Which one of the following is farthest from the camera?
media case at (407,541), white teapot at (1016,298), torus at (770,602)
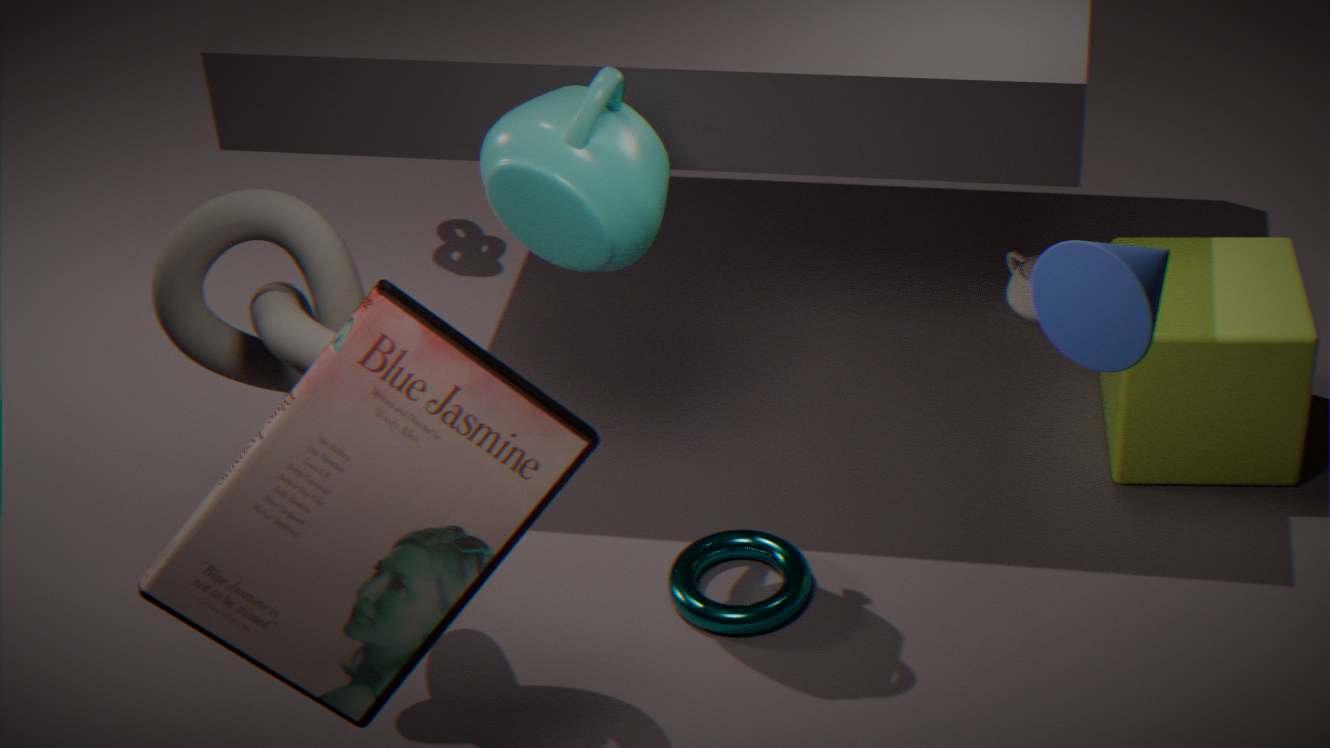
white teapot at (1016,298)
